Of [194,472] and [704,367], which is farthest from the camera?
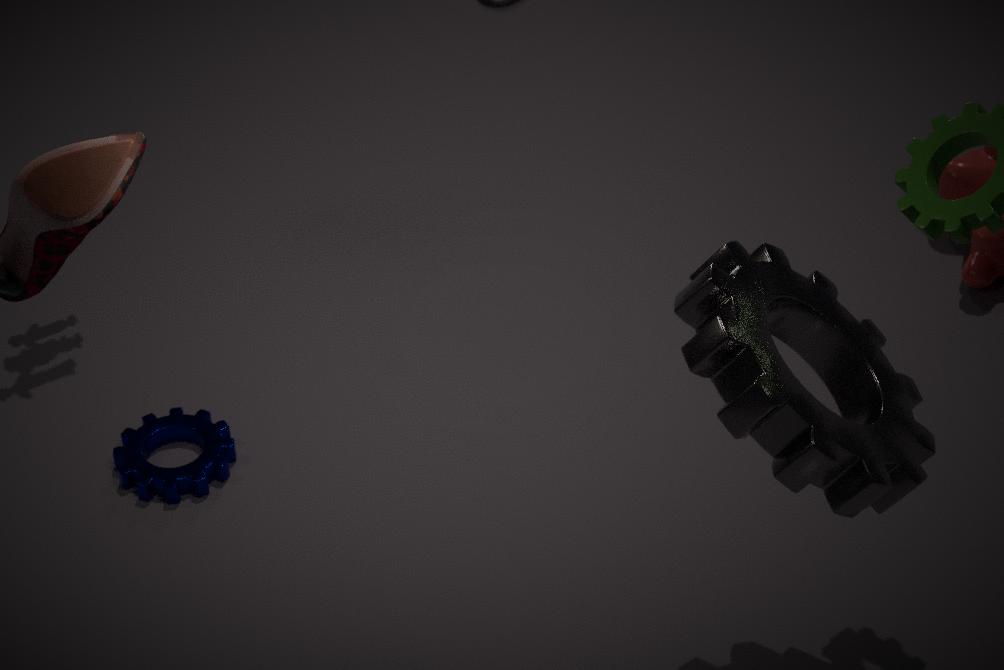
[194,472]
